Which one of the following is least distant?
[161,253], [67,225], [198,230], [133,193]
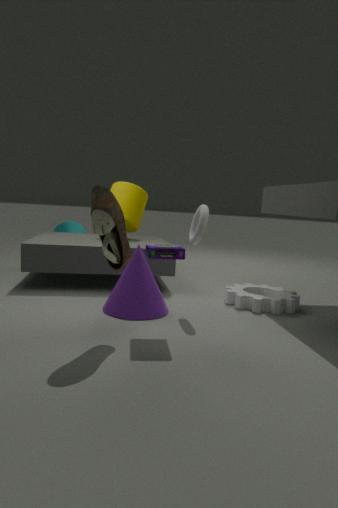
[161,253]
